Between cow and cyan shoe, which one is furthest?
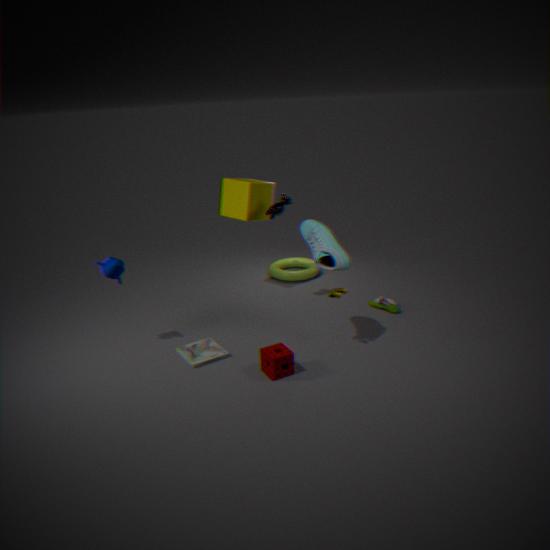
cow
